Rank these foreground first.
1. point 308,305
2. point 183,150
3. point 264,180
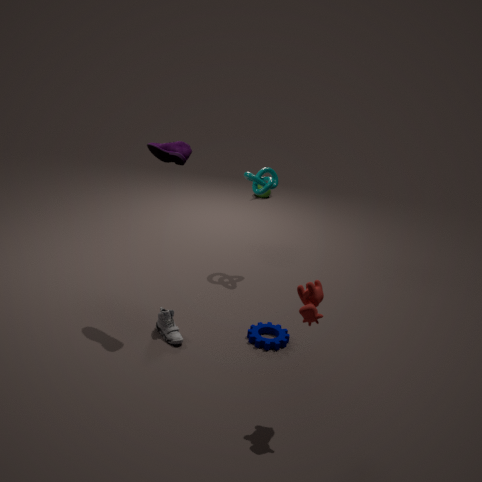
1. point 308,305
2. point 183,150
3. point 264,180
